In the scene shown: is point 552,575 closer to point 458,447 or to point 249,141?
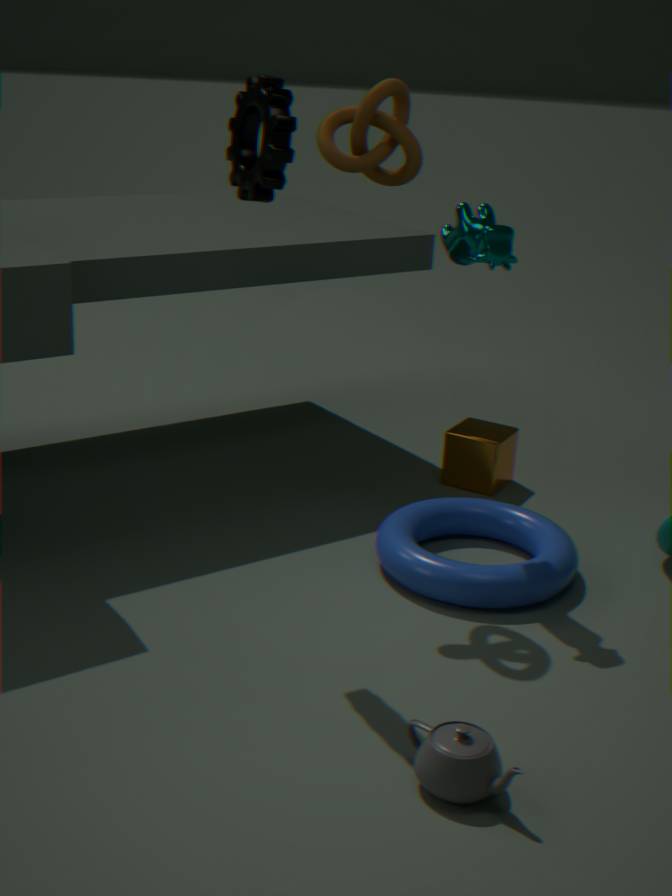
point 458,447
